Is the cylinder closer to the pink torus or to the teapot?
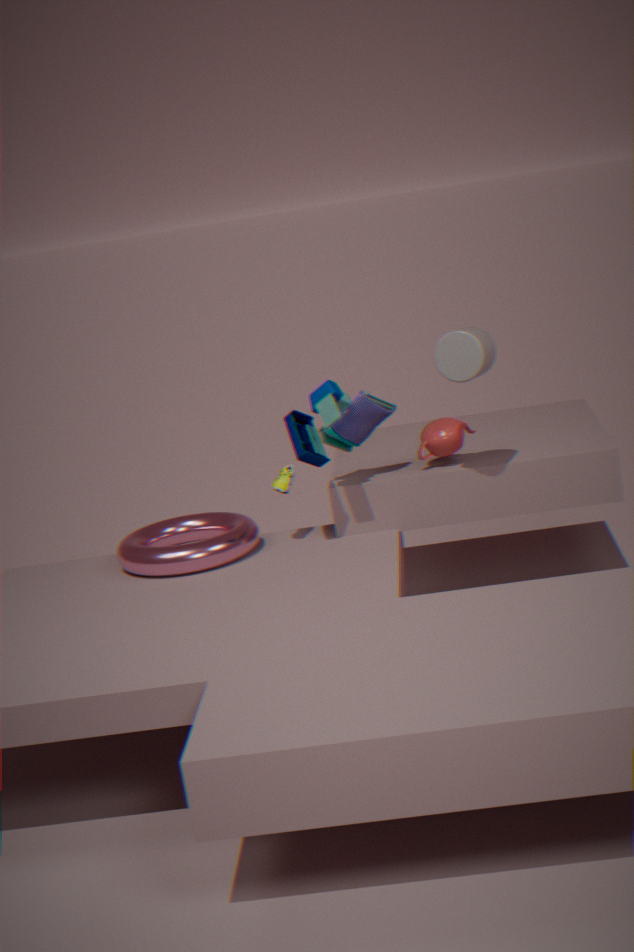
the teapot
